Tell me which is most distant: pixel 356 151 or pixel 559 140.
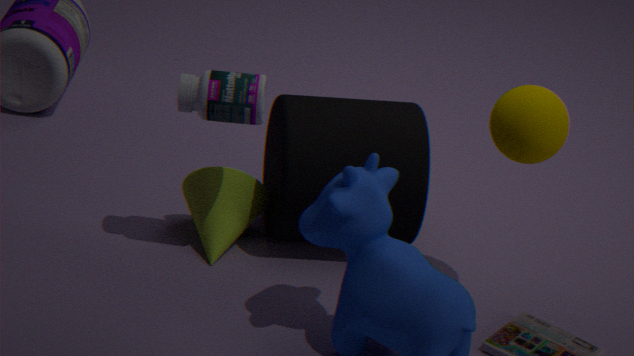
pixel 356 151
